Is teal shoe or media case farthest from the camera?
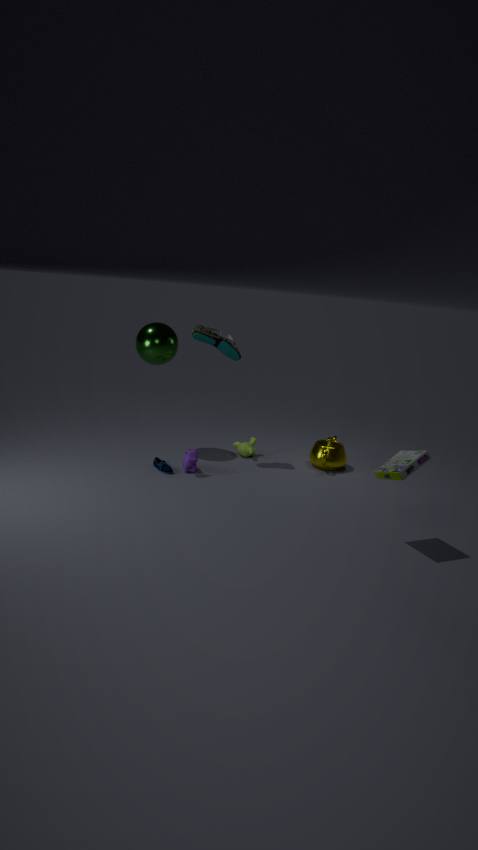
teal shoe
